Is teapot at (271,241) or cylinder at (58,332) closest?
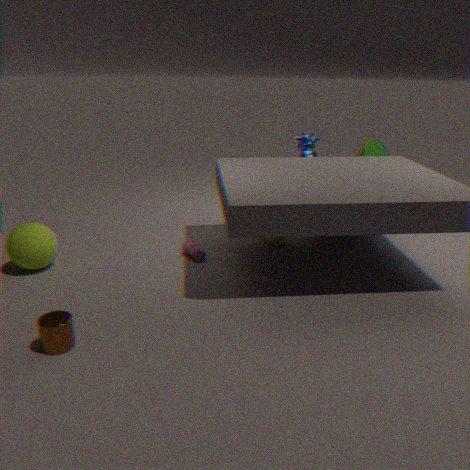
cylinder at (58,332)
